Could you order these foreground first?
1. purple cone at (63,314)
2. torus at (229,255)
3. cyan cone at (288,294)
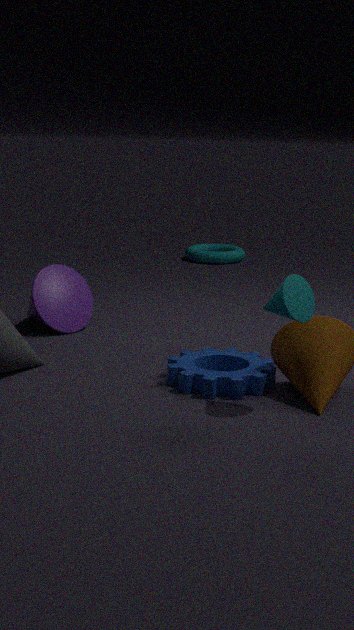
cyan cone at (288,294) → purple cone at (63,314) → torus at (229,255)
